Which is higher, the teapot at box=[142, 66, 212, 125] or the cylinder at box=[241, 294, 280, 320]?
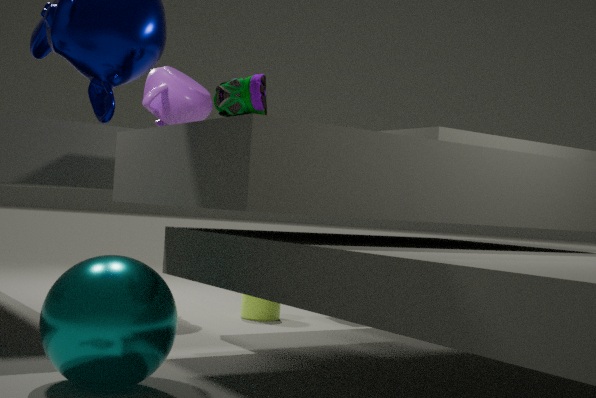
the teapot at box=[142, 66, 212, 125]
